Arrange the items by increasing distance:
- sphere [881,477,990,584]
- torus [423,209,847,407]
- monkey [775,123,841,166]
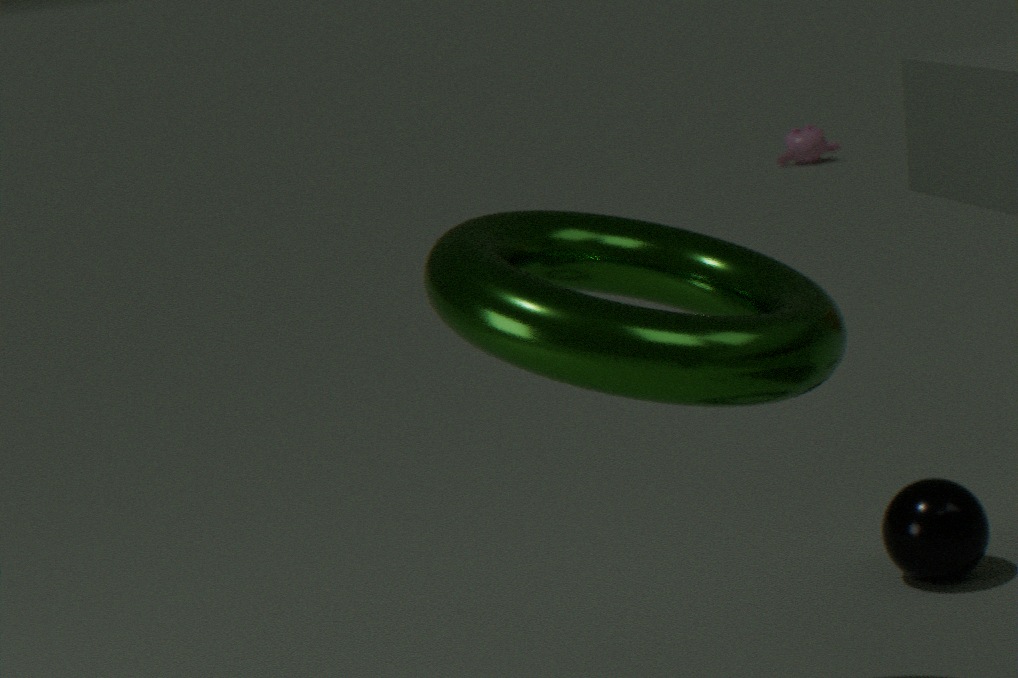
1. torus [423,209,847,407]
2. sphere [881,477,990,584]
3. monkey [775,123,841,166]
